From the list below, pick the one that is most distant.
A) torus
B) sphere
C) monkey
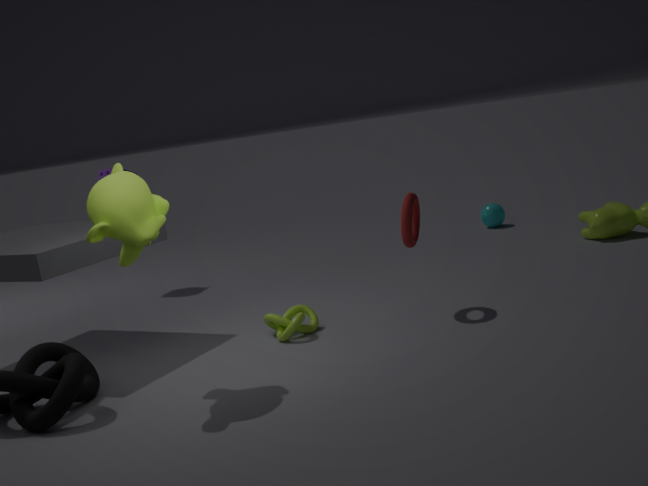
sphere
